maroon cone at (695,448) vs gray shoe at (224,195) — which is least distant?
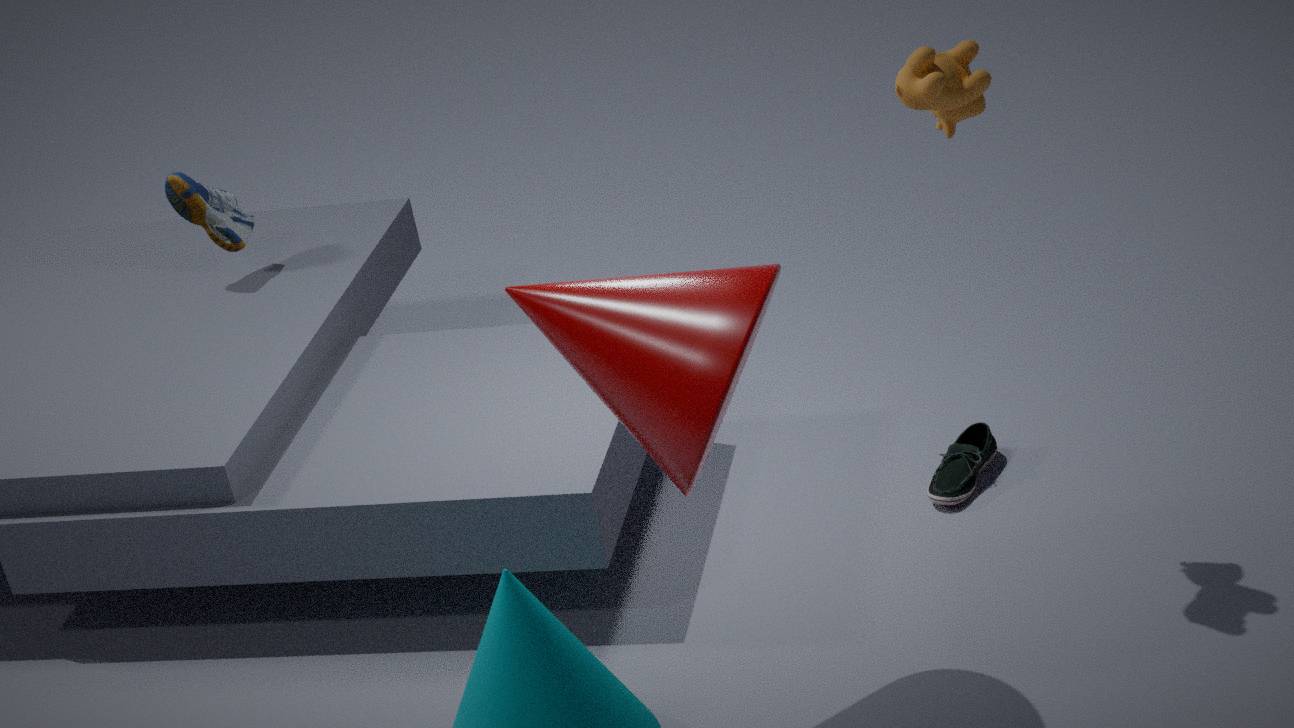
maroon cone at (695,448)
